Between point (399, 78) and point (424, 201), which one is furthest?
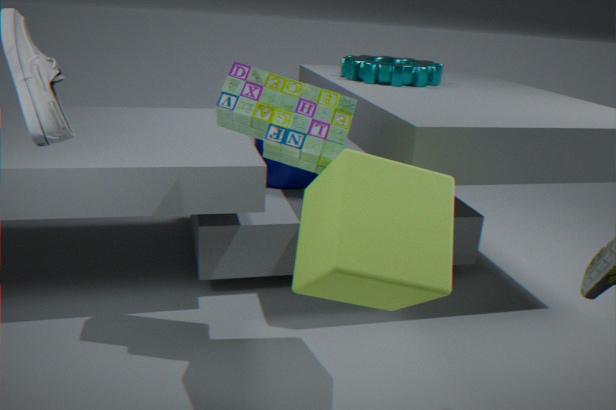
point (399, 78)
